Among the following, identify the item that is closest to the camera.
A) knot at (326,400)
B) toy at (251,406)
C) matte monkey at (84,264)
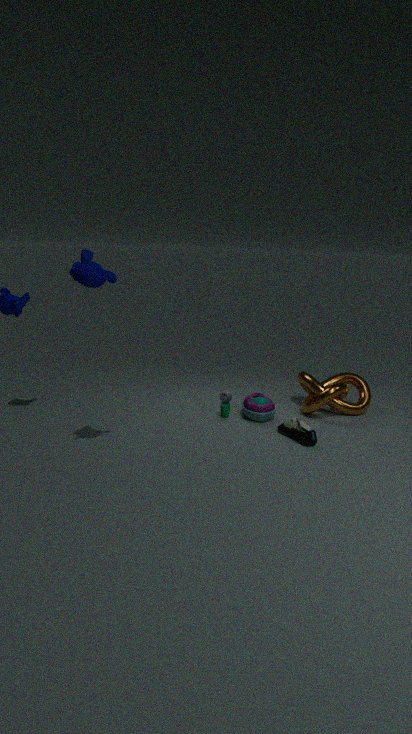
matte monkey at (84,264)
